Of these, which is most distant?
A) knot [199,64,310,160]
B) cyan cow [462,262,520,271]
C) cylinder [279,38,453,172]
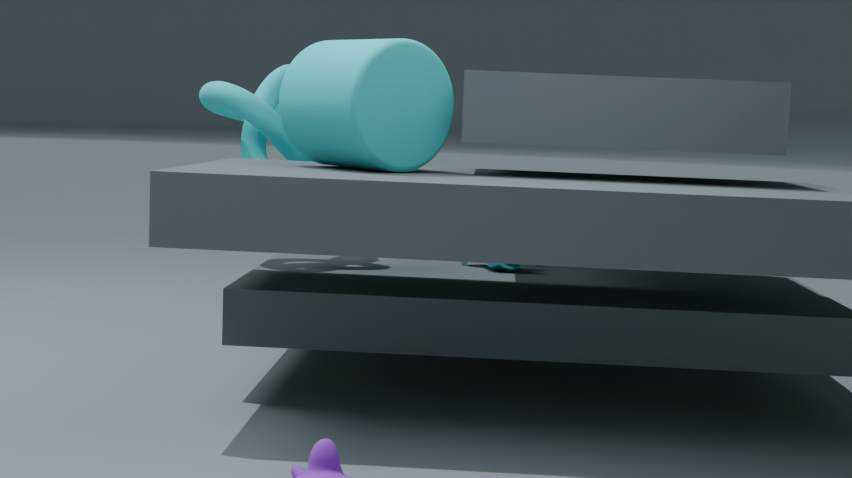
cyan cow [462,262,520,271]
